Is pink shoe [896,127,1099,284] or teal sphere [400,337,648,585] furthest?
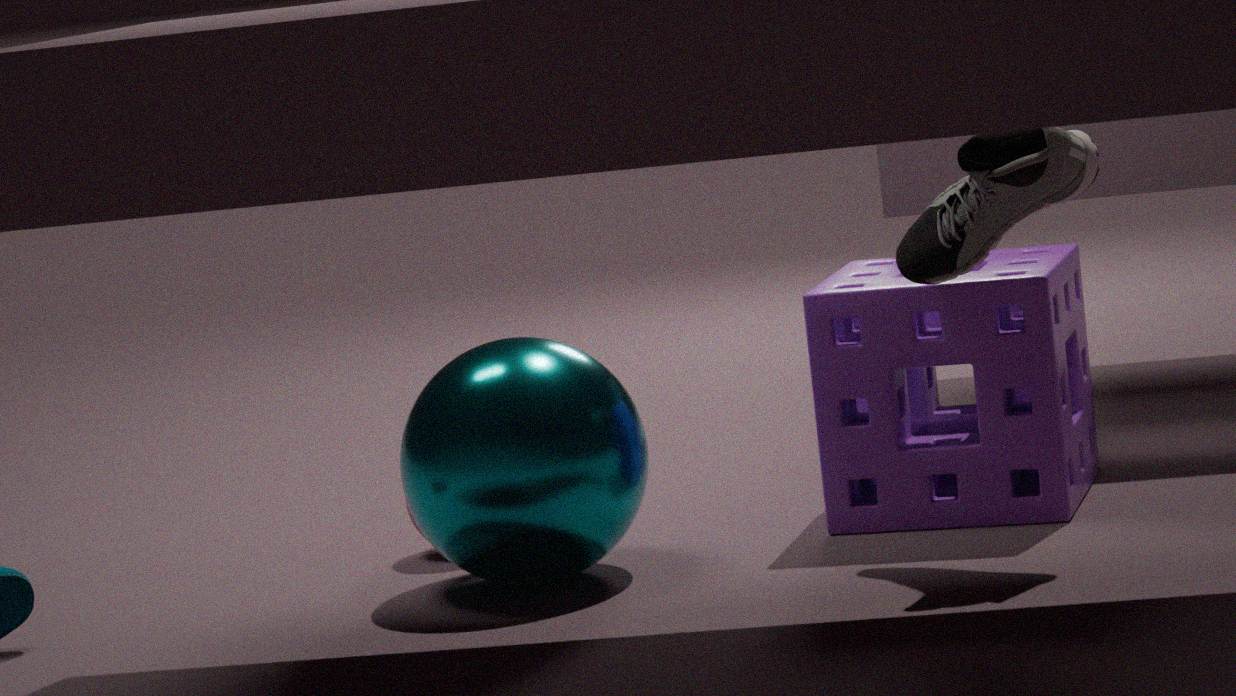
teal sphere [400,337,648,585]
